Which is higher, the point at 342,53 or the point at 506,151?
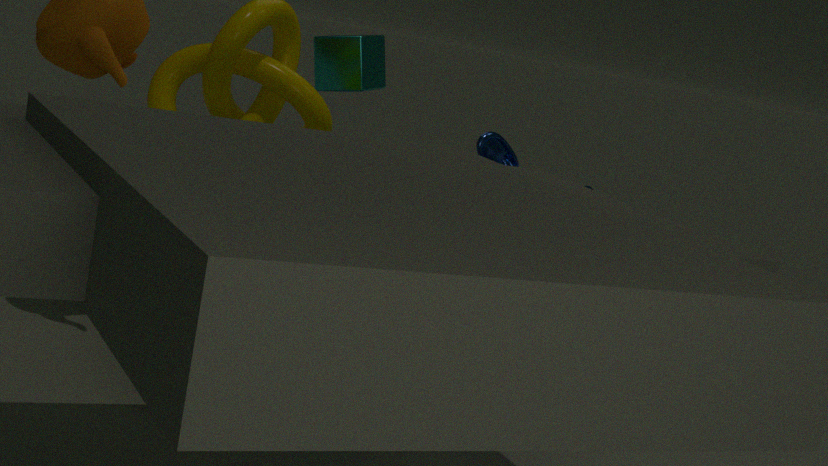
the point at 342,53
